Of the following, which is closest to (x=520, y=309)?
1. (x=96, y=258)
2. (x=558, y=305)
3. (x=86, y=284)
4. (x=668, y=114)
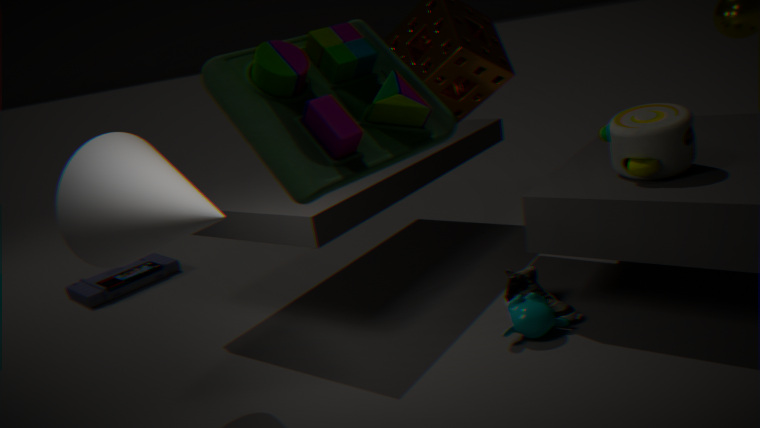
(x=558, y=305)
